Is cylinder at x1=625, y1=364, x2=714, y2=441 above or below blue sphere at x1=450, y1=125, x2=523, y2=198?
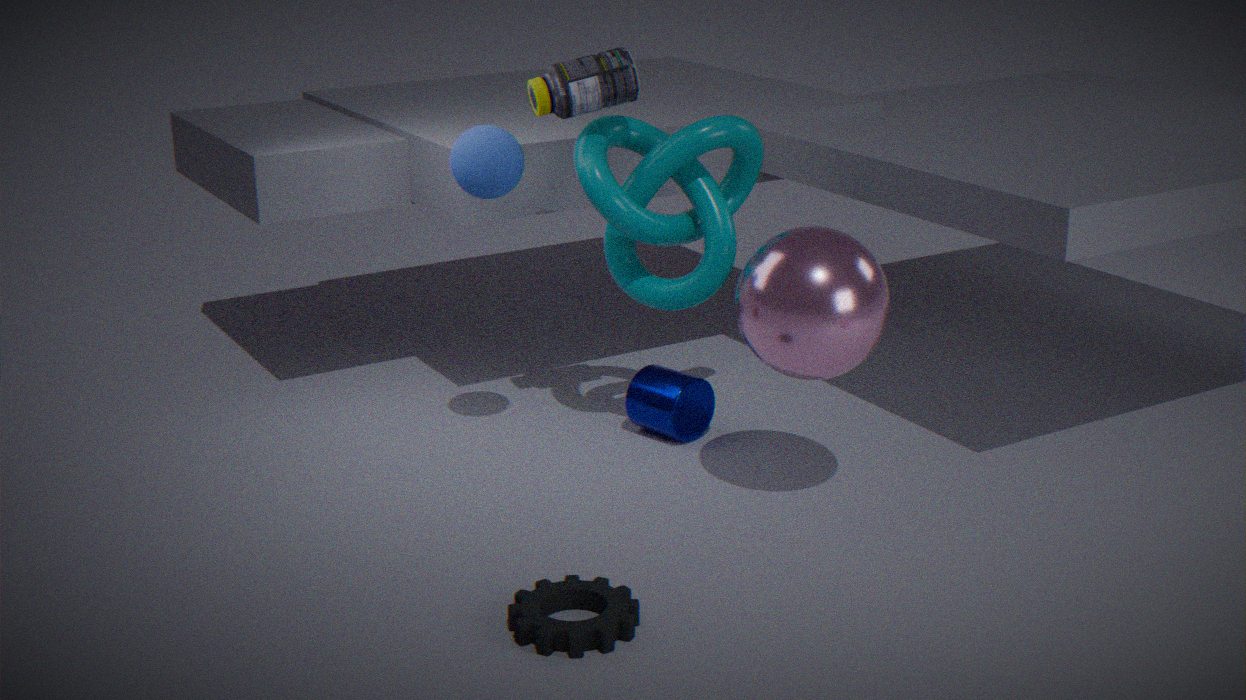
below
